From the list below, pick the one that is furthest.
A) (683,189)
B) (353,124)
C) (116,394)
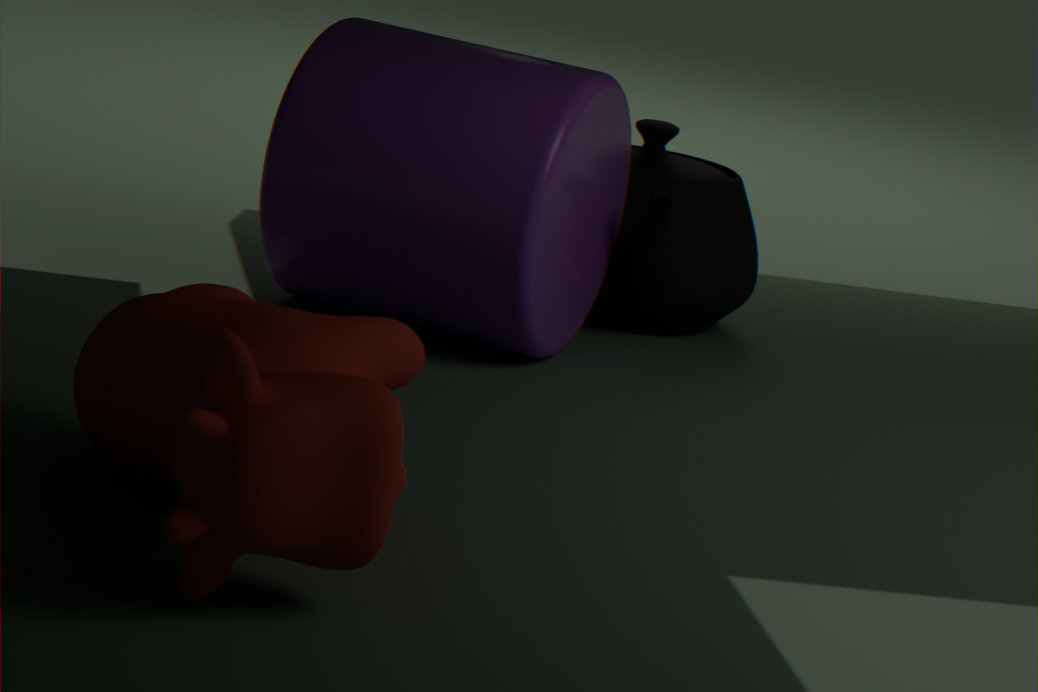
(683,189)
